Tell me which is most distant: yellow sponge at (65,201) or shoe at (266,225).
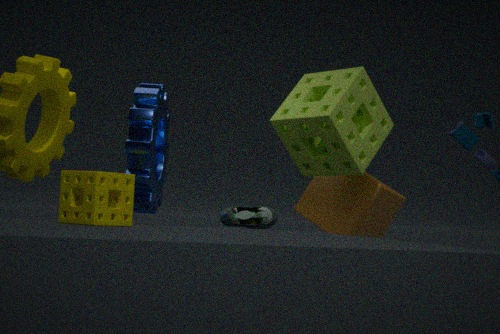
shoe at (266,225)
